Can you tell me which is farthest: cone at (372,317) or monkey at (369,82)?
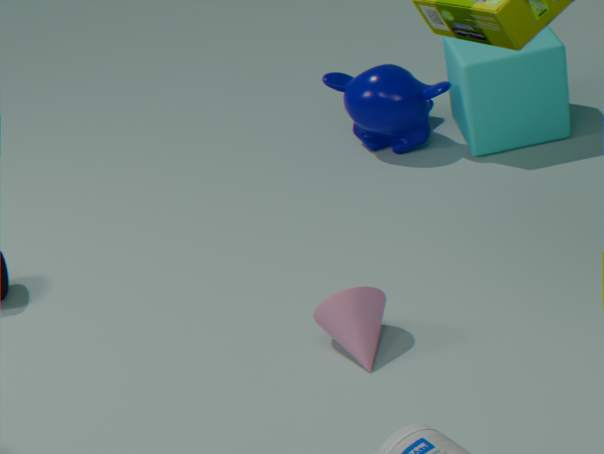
monkey at (369,82)
